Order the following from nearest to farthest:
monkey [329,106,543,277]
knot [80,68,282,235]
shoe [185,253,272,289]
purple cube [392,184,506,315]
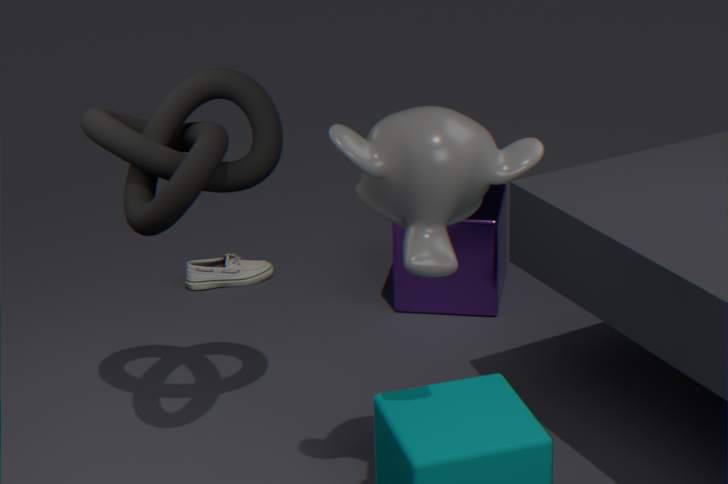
1. monkey [329,106,543,277]
2. knot [80,68,282,235]
3. purple cube [392,184,506,315]
4. shoe [185,253,272,289]
